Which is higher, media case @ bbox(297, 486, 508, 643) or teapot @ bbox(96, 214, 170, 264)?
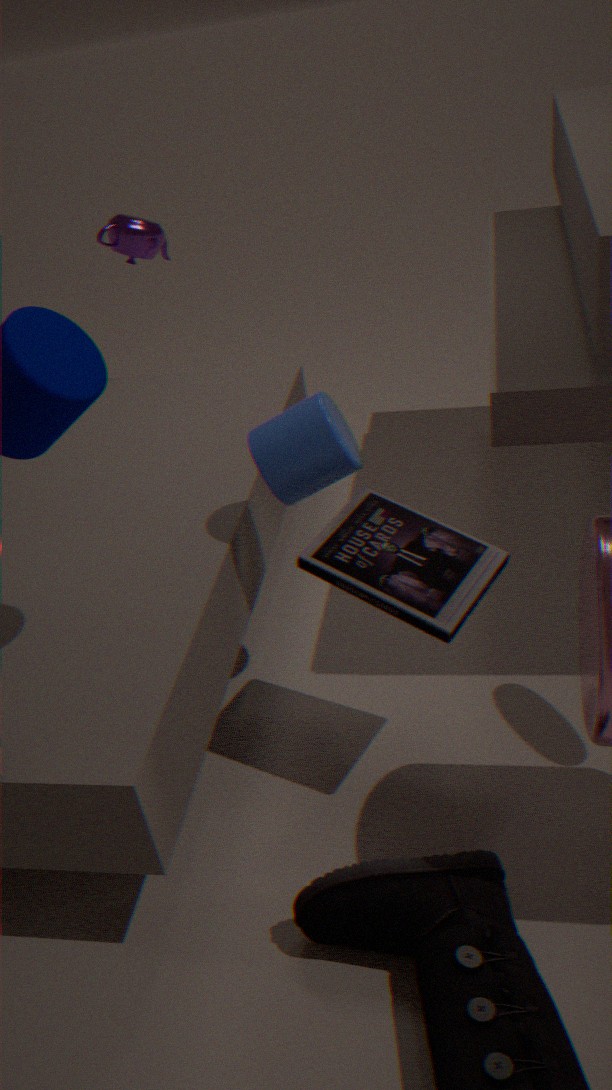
teapot @ bbox(96, 214, 170, 264)
